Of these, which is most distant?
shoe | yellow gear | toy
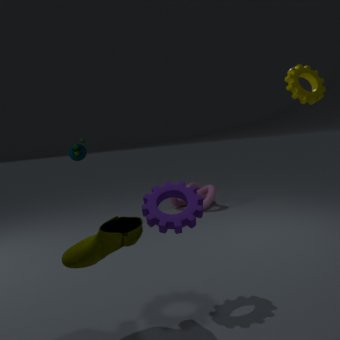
toy
